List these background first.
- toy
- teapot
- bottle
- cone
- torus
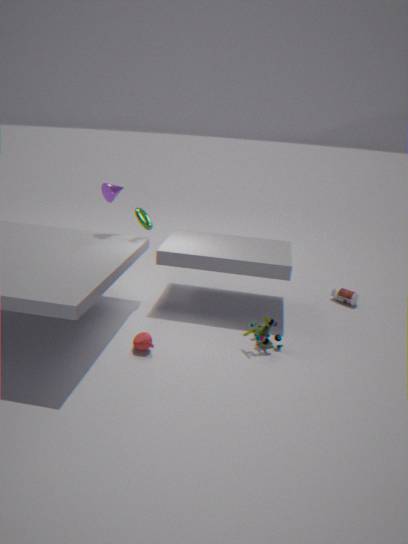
1. bottle
2. cone
3. torus
4. toy
5. teapot
